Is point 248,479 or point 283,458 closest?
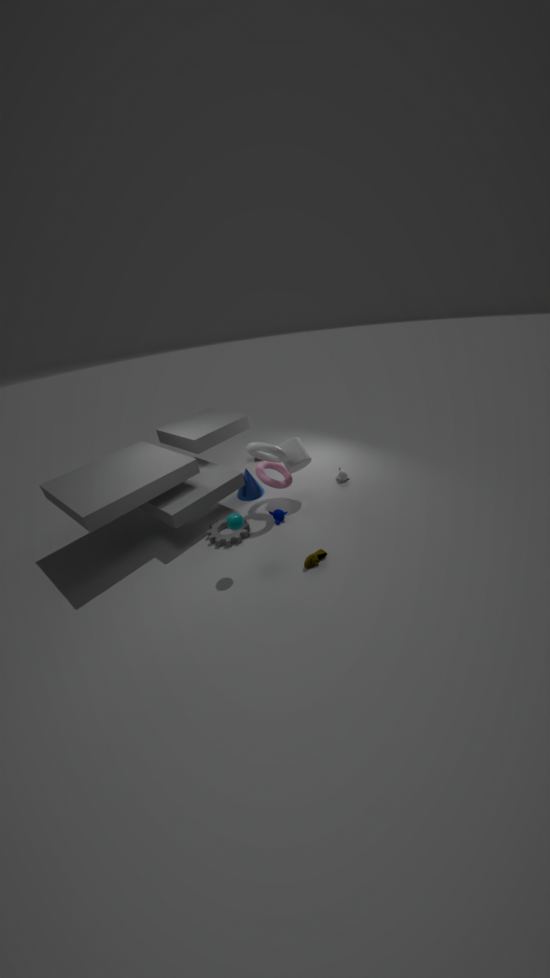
point 283,458
